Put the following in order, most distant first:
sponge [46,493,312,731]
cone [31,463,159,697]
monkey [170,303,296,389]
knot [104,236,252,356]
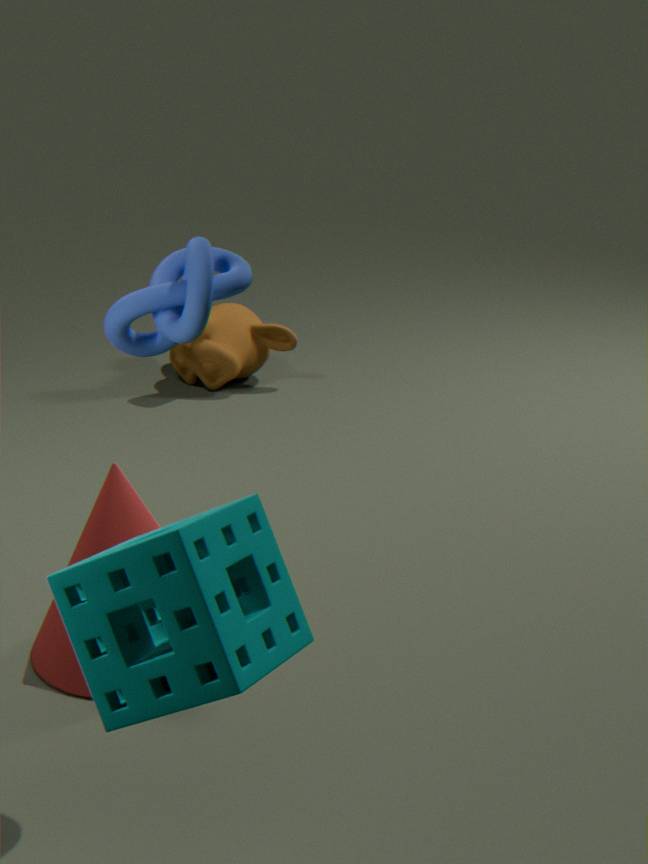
monkey [170,303,296,389], cone [31,463,159,697], knot [104,236,252,356], sponge [46,493,312,731]
